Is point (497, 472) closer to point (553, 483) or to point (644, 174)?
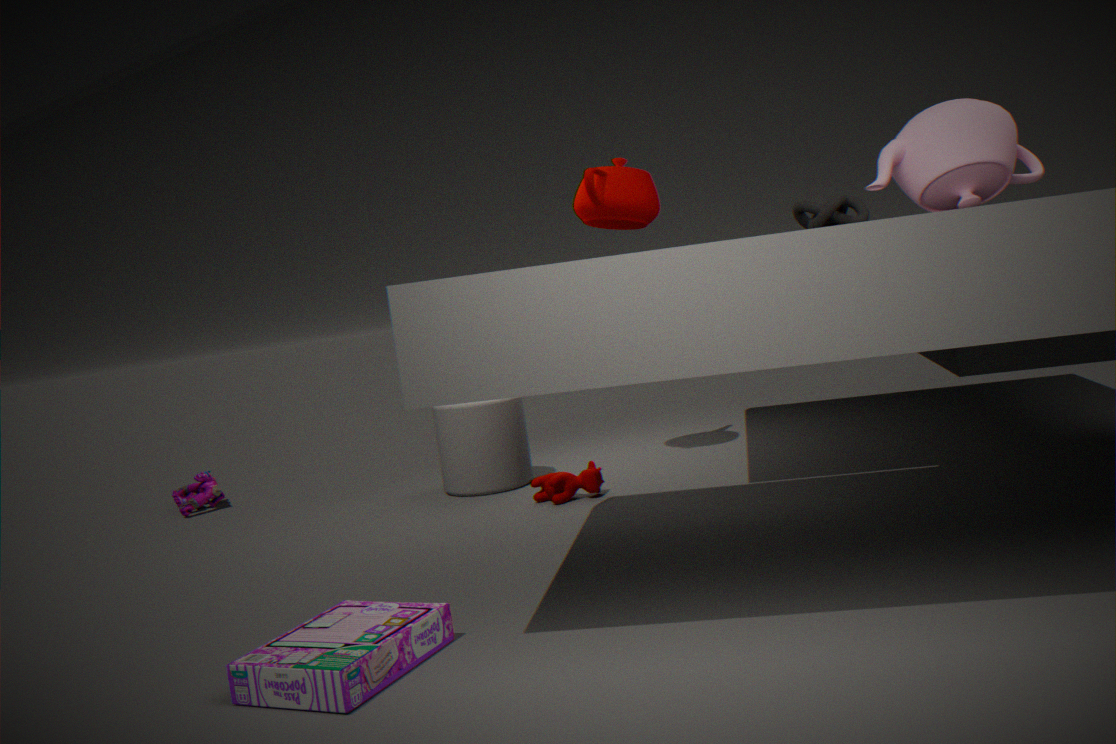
point (553, 483)
